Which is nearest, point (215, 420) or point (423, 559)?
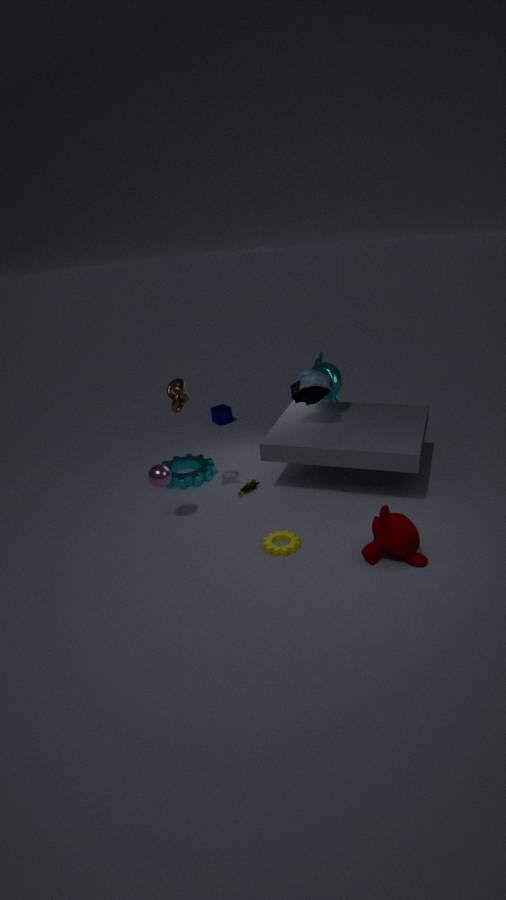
point (423, 559)
